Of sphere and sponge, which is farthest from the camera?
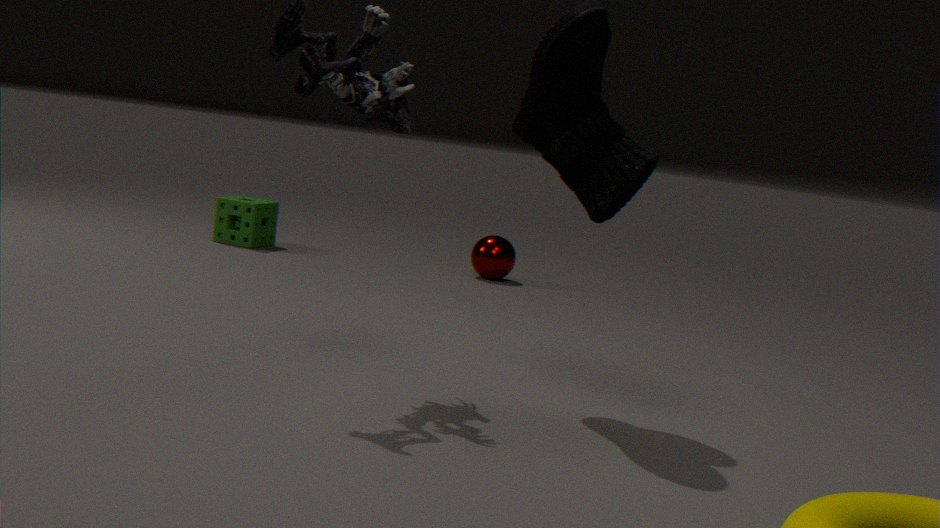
sponge
